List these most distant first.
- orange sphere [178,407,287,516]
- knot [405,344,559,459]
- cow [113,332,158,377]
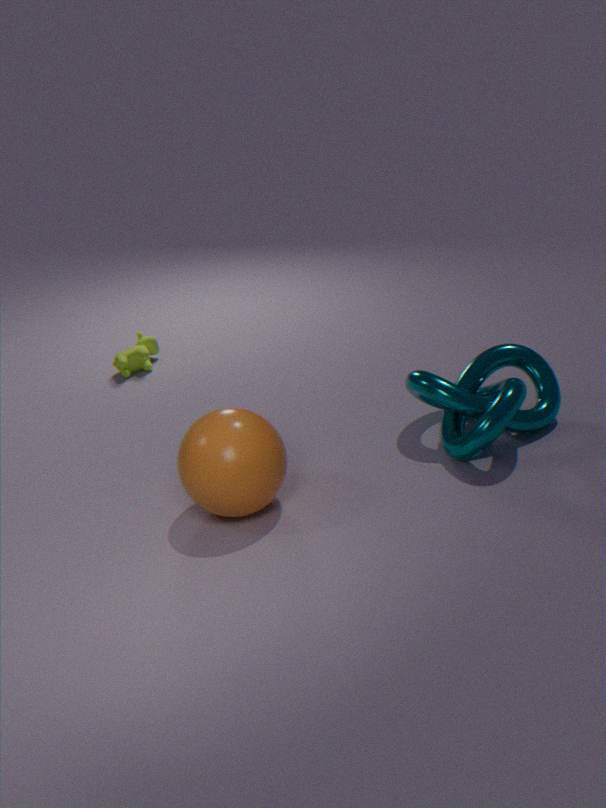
cow [113,332,158,377] < knot [405,344,559,459] < orange sphere [178,407,287,516]
